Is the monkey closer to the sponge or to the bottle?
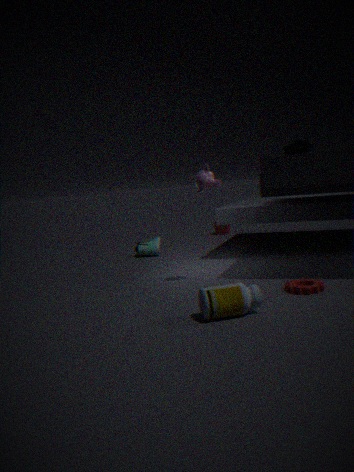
the bottle
